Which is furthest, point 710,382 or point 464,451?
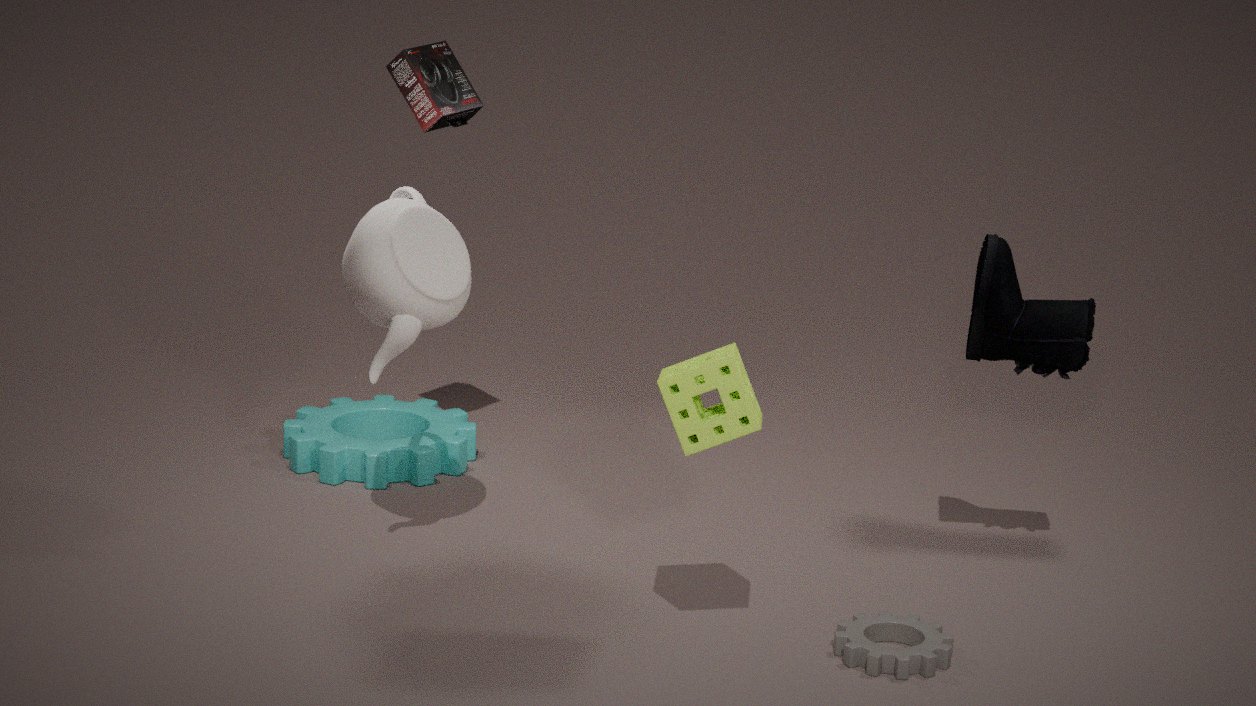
point 464,451
